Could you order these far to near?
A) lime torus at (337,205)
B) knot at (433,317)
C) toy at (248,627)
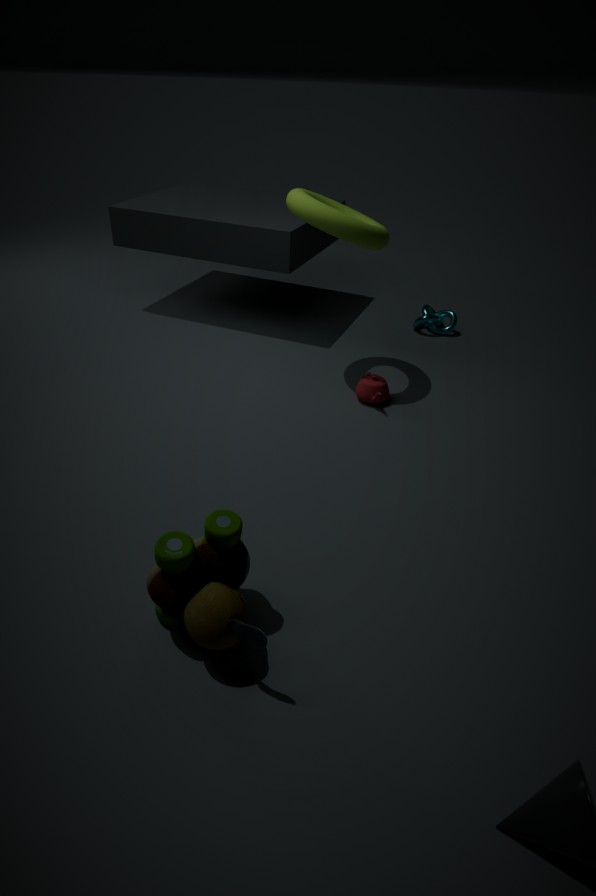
knot at (433,317) → lime torus at (337,205) → toy at (248,627)
